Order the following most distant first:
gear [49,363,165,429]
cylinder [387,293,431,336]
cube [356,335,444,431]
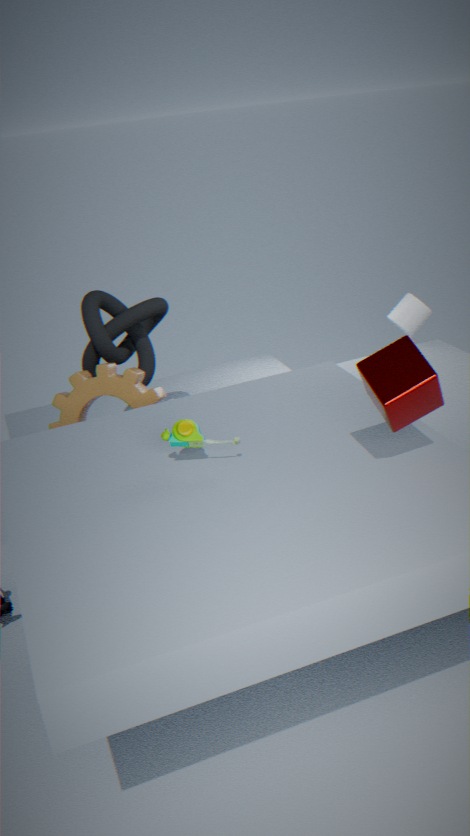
1. cylinder [387,293,431,336]
2. gear [49,363,165,429]
3. cube [356,335,444,431]
